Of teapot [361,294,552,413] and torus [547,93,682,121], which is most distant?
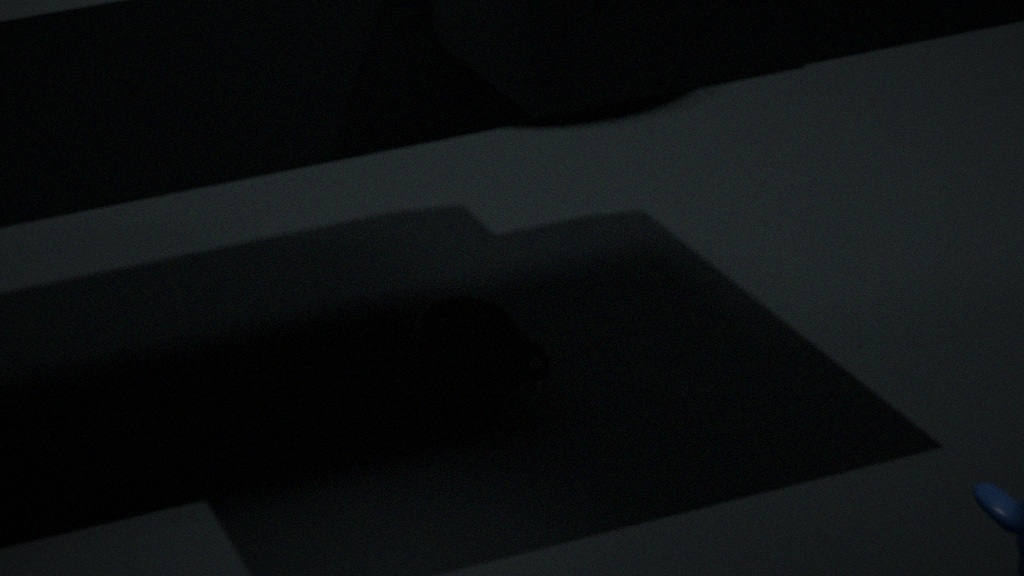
teapot [361,294,552,413]
